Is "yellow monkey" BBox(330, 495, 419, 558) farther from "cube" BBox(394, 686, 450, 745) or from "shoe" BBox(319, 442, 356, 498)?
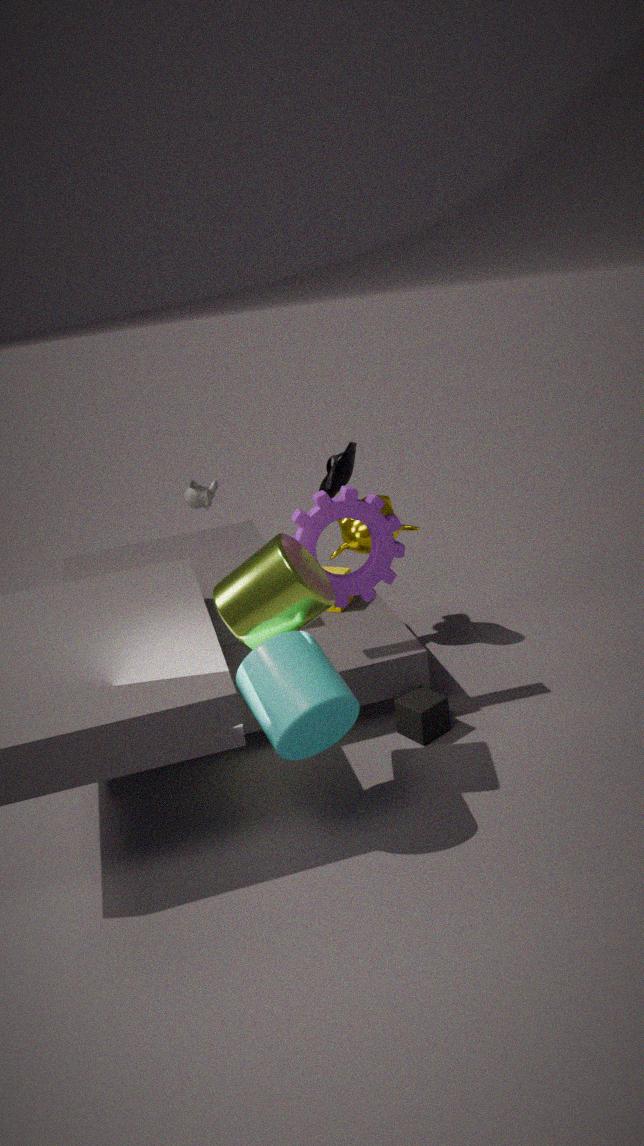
"cube" BBox(394, 686, 450, 745)
